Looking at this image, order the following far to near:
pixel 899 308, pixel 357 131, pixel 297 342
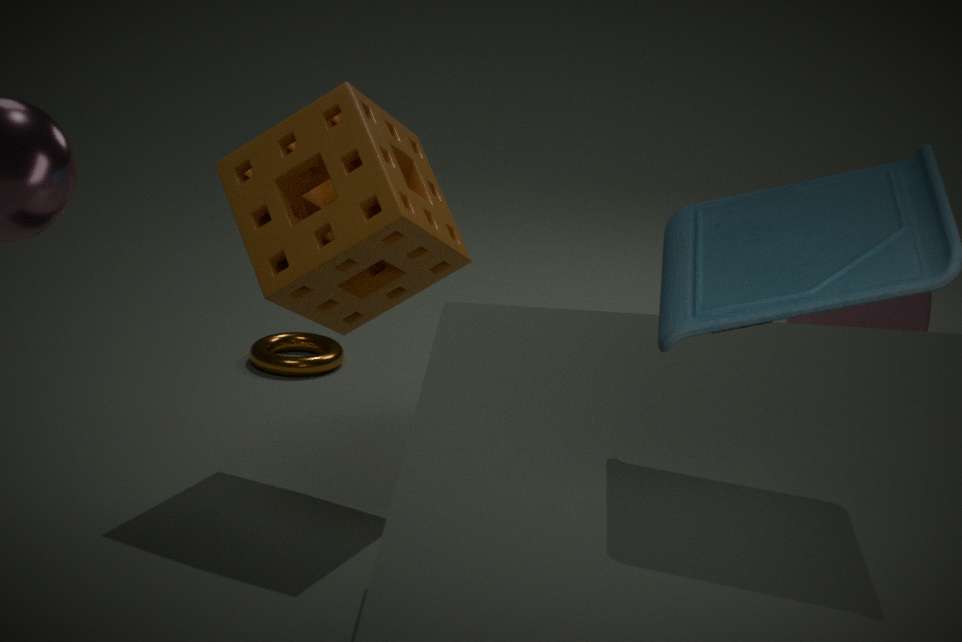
pixel 297 342
pixel 899 308
pixel 357 131
